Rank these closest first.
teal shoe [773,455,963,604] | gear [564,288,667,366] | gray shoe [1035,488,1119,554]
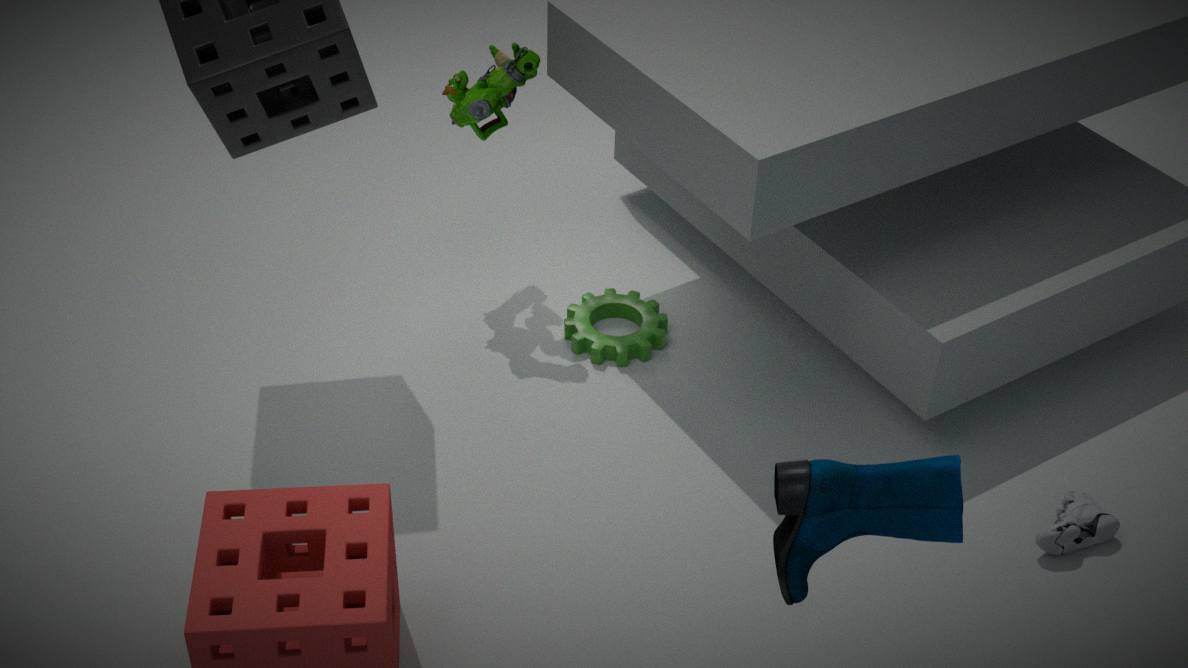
teal shoe [773,455,963,604] → gray shoe [1035,488,1119,554] → gear [564,288,667,366]
